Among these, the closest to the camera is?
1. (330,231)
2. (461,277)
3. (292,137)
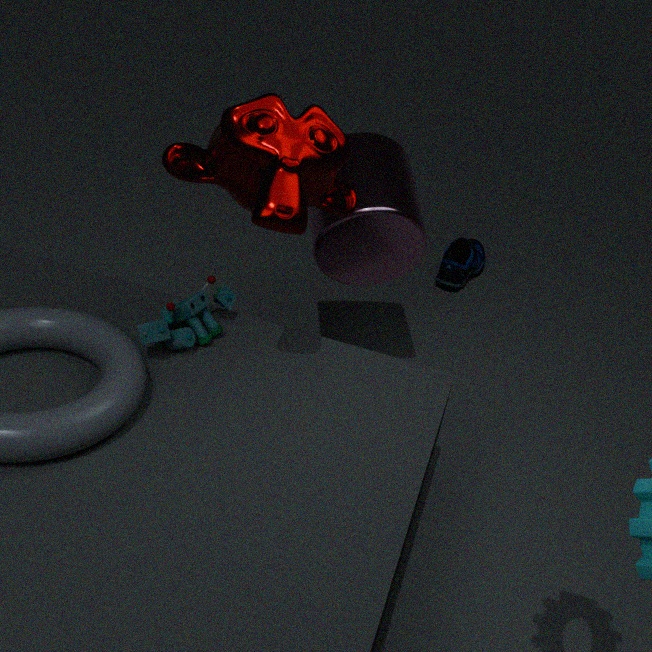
(292,137)
